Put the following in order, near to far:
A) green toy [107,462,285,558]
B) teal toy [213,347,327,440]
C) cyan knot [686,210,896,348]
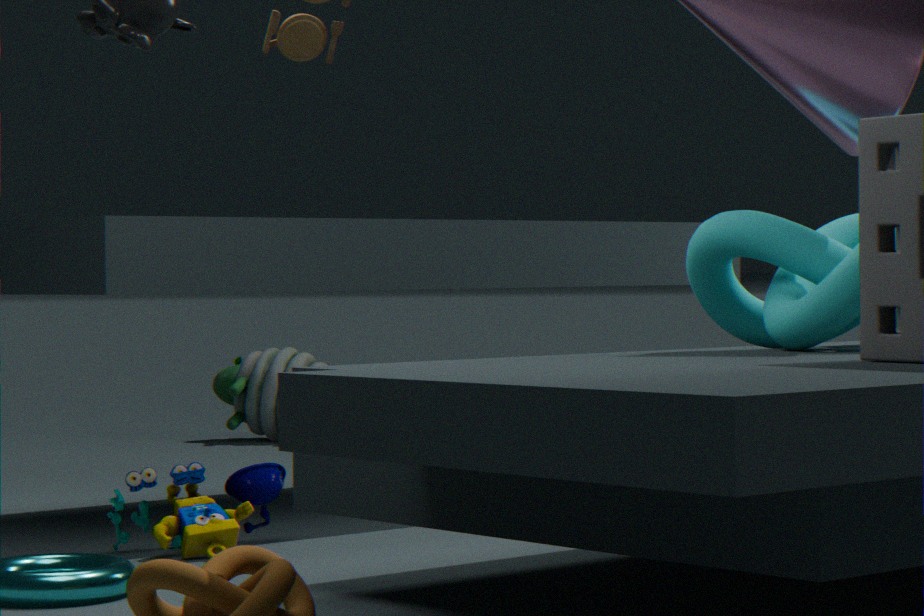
cyan knot [686,210,896,348] < green toy [107,462,285,558] < teal toy [213,347,327,440]
